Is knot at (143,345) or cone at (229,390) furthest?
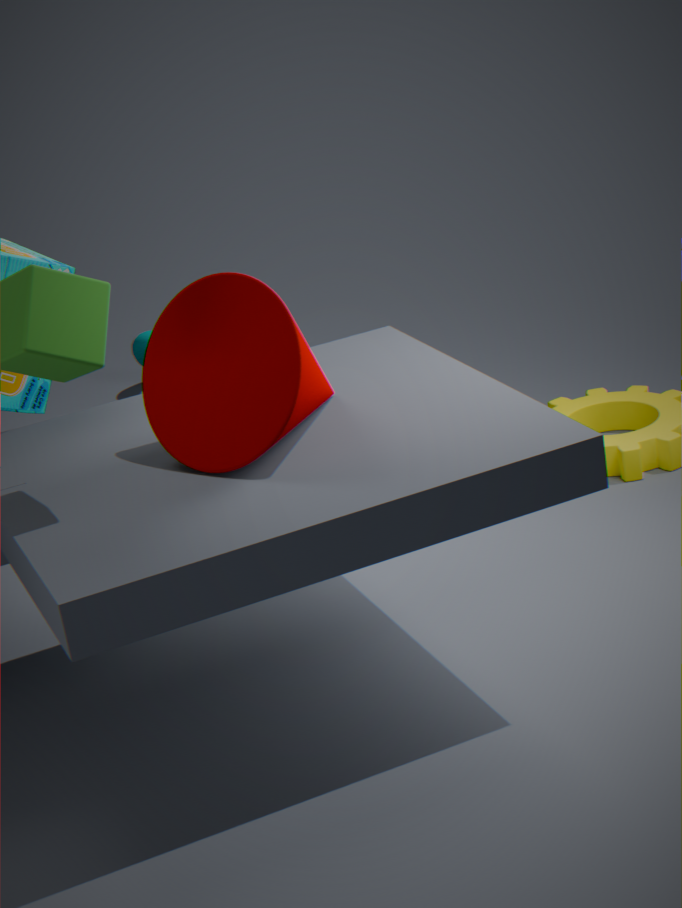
knot at (143,345)
